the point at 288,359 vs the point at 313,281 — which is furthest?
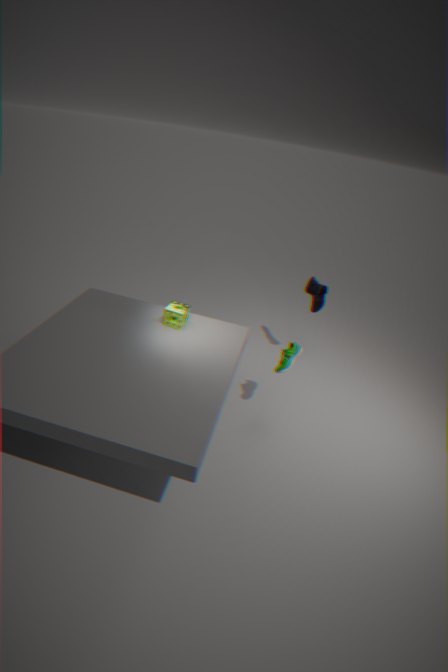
the point at 313,281
